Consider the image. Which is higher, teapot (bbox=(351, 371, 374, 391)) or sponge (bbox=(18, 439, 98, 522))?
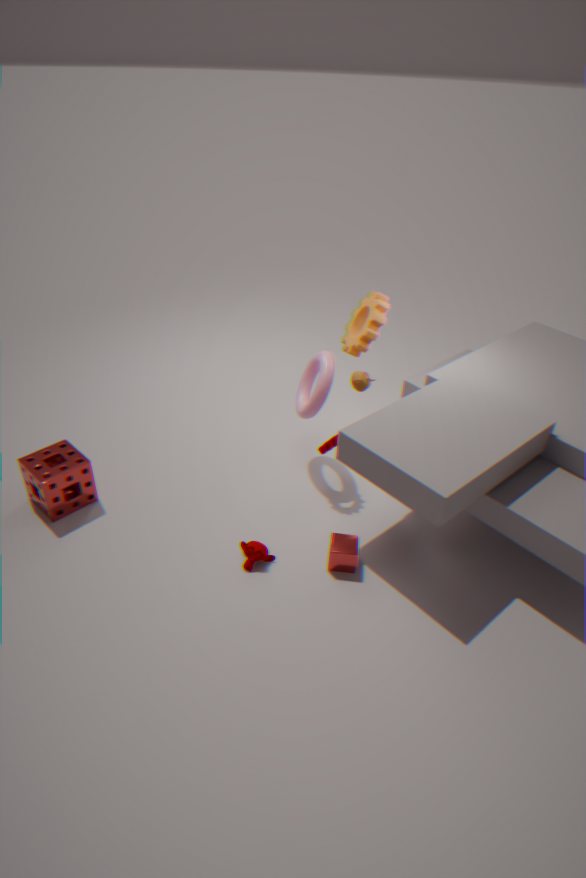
teapot (bbox=(351, 371, 374, 391))
